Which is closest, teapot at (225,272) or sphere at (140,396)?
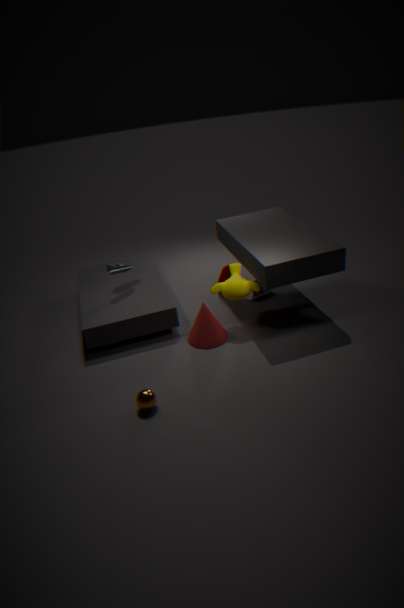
sphere at (140,396)
